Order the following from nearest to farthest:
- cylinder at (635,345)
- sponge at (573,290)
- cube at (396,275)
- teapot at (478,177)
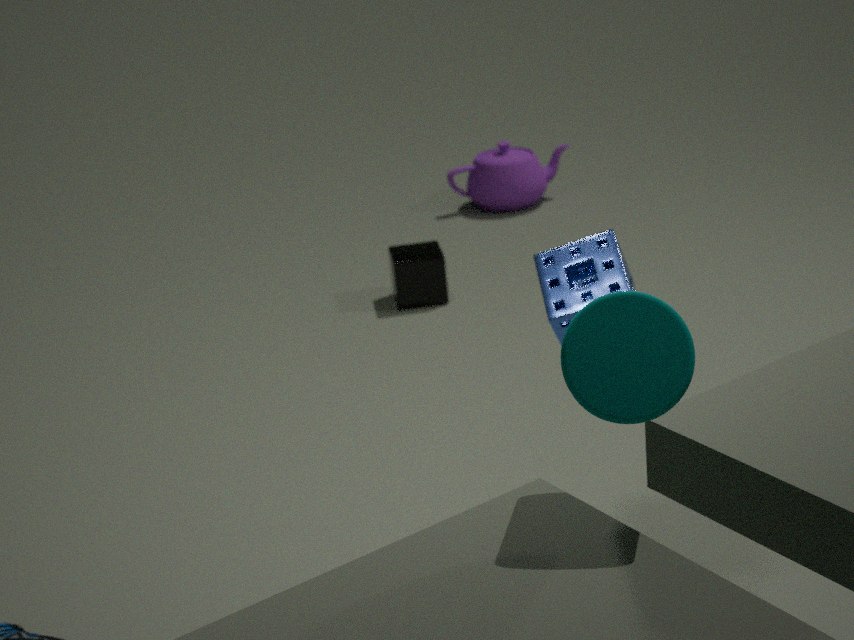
1. cylinder at (635,345)
2. sponge at (573,290)
3. cube at (396,275)
4. teapot at (478,177)
